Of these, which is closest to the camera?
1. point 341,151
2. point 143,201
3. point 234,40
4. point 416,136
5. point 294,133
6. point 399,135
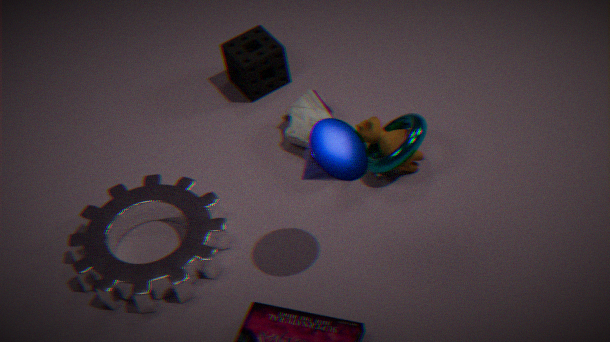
point 341,151
